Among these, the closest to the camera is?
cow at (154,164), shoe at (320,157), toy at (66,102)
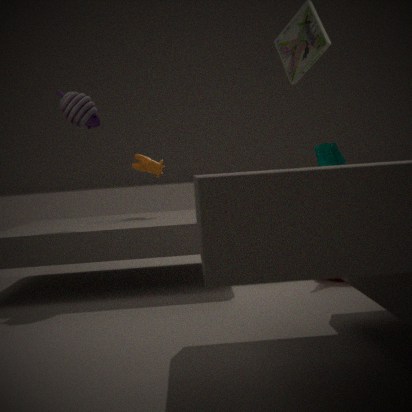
toy at (66,102)
